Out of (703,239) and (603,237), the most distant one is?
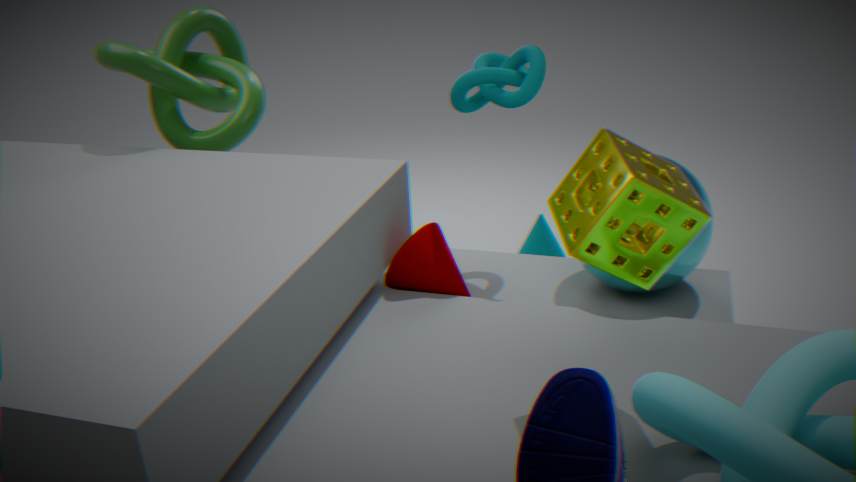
(703,239)
